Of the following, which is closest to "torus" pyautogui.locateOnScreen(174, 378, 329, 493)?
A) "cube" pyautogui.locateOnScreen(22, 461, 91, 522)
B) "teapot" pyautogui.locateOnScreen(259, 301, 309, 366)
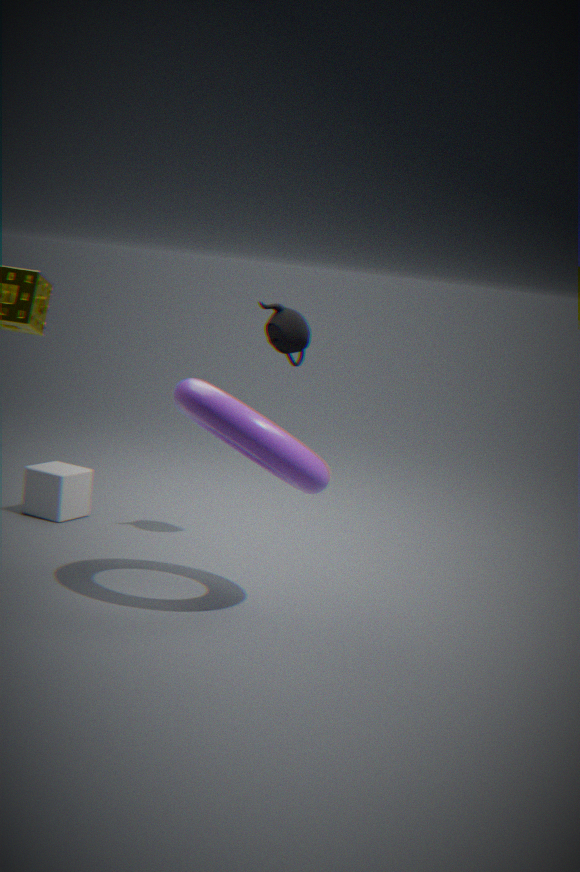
"teapot" pyautogui.locateOnScreen(259, 301, 309, 366)
